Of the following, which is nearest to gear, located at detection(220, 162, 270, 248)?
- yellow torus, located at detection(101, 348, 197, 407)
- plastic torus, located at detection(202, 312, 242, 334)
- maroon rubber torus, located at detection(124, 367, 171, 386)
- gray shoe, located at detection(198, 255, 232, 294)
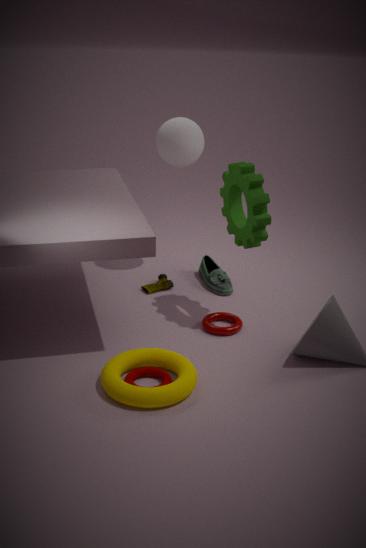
plastic torus, located at detection(202, 312, 242, 334)
